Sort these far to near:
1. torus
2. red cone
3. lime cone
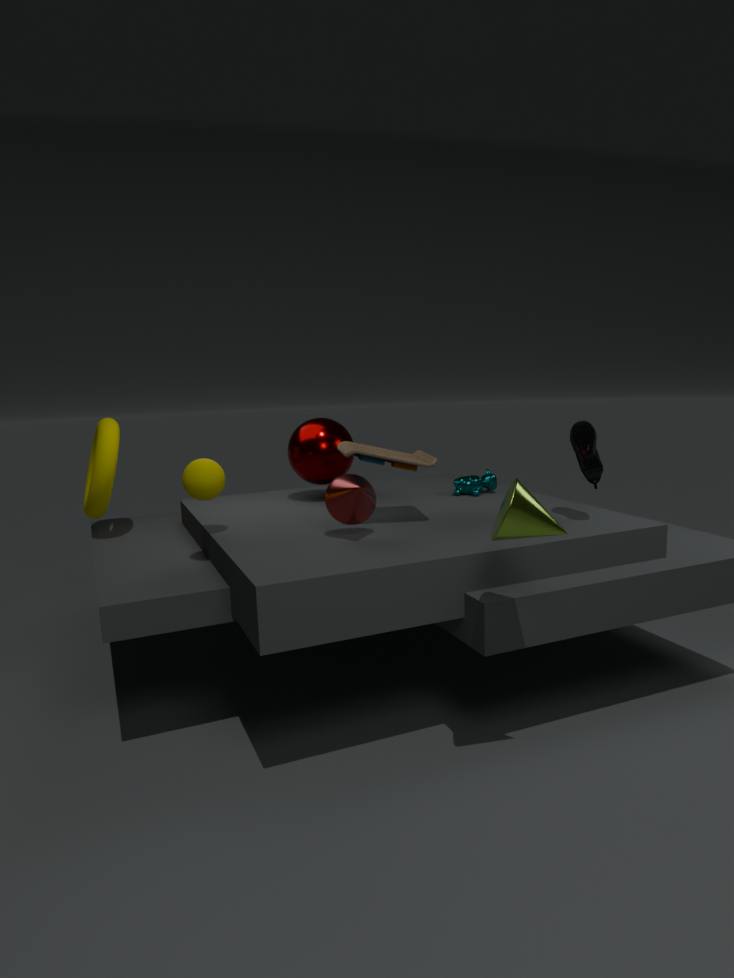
torus → red cone → lime cone
